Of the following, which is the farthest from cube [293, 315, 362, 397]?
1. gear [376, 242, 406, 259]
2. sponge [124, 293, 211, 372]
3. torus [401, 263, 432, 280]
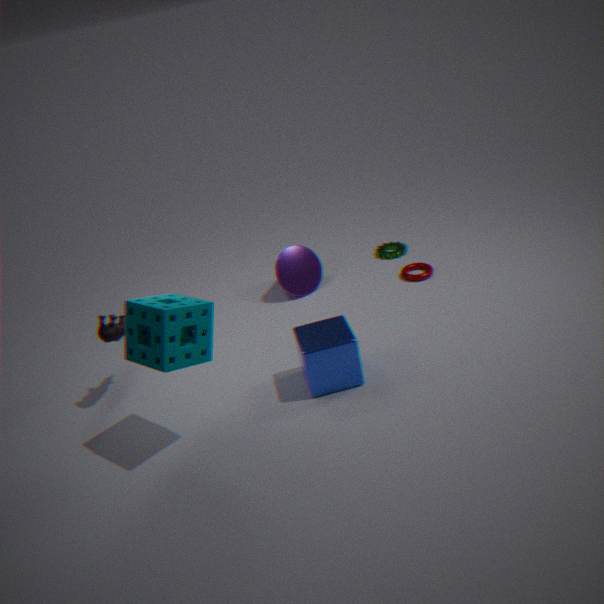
gear [376, 242, 406, 259]
